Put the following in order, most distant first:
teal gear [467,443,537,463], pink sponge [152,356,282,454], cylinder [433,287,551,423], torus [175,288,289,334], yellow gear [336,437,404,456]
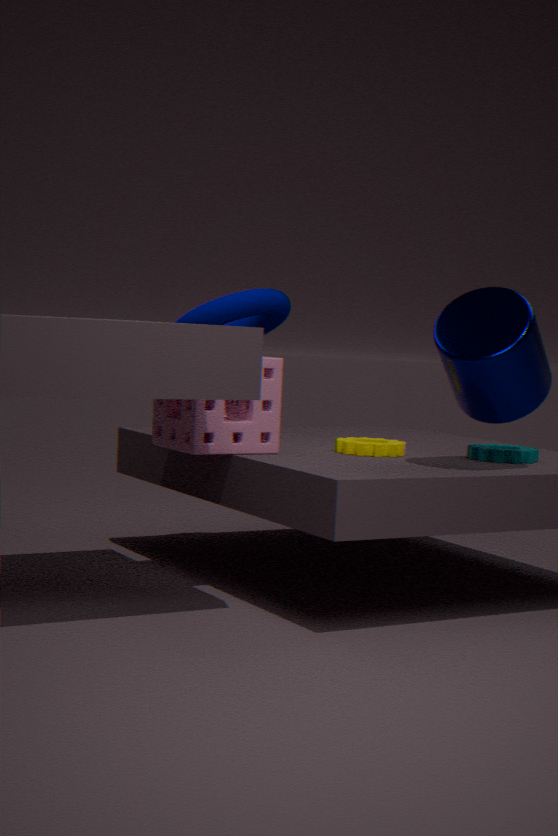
torus [175,288,289,334] → teal gear [467,443,537,463] → yellow gear [336,437,404,456] → pink sponge [152,356,282,454] → cylinder [433,287,551,423]
